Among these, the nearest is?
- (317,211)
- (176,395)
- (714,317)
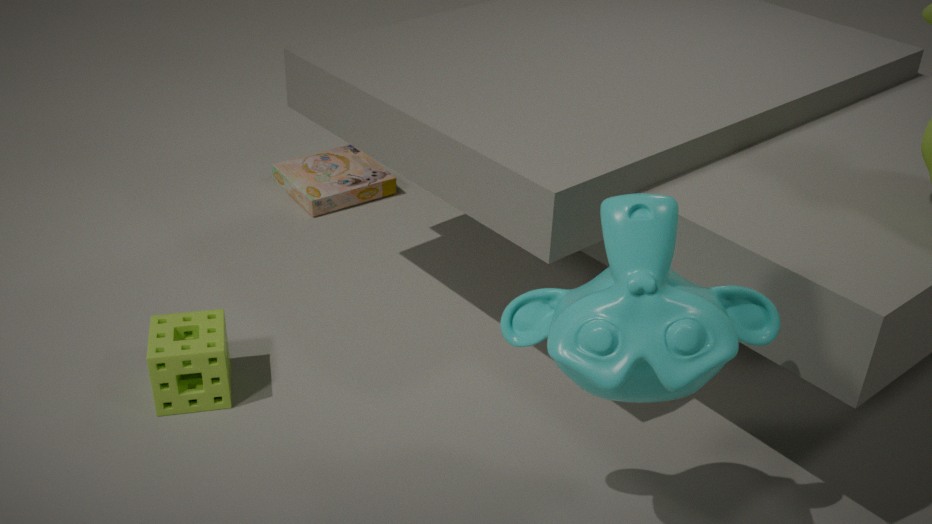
(714,317)
